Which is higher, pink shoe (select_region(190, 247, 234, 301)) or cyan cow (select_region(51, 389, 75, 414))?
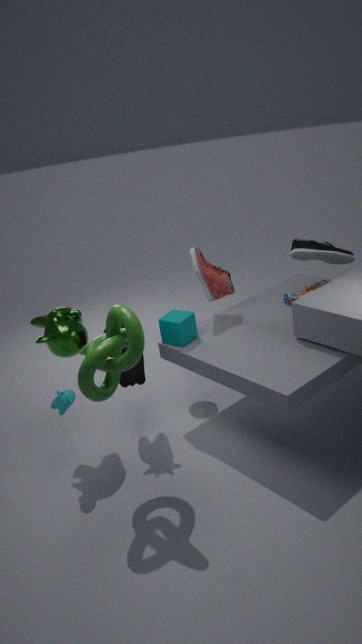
pink shoe (select_region(190, 247, 234, 301))
